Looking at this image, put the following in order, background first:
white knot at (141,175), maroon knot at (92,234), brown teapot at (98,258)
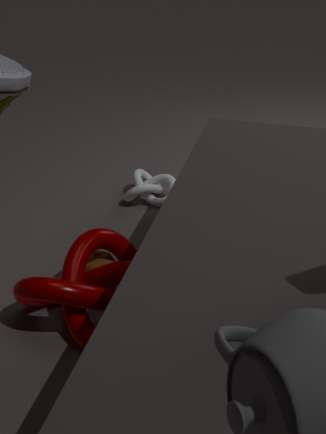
white knot at (141,175) < brown teapot at (98,258) < maroon knot at (92,234)
